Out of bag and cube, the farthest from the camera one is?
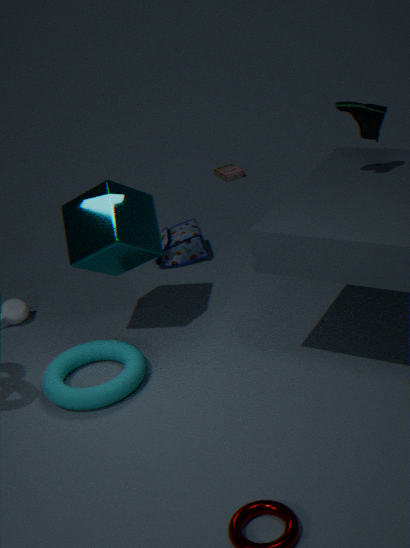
bag
